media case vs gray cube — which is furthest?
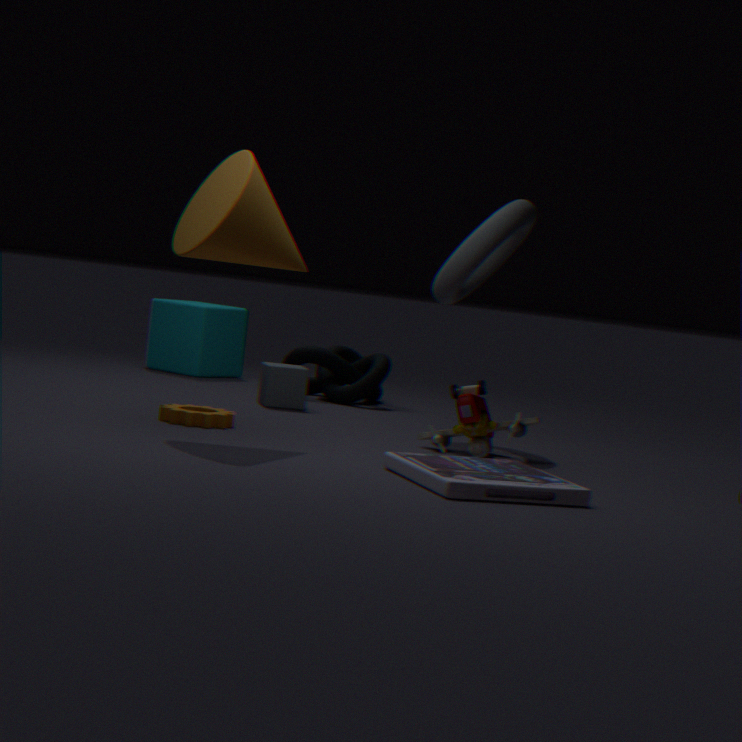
gray cube
